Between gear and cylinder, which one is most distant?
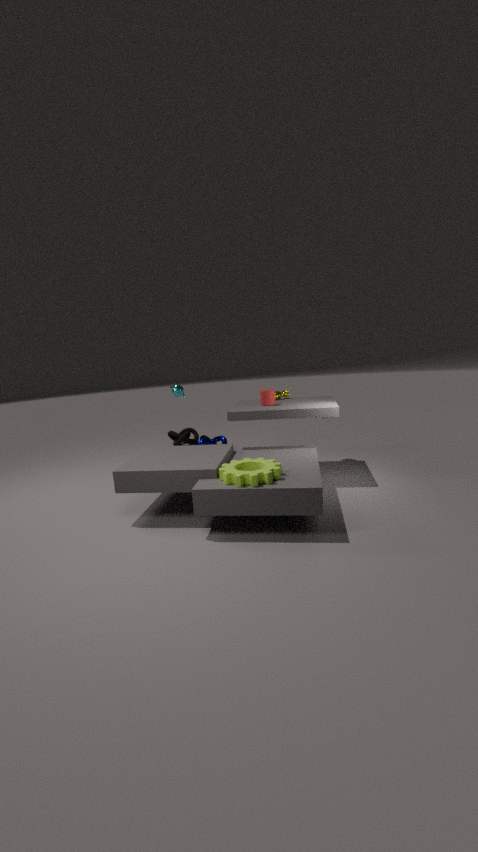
cylinder
